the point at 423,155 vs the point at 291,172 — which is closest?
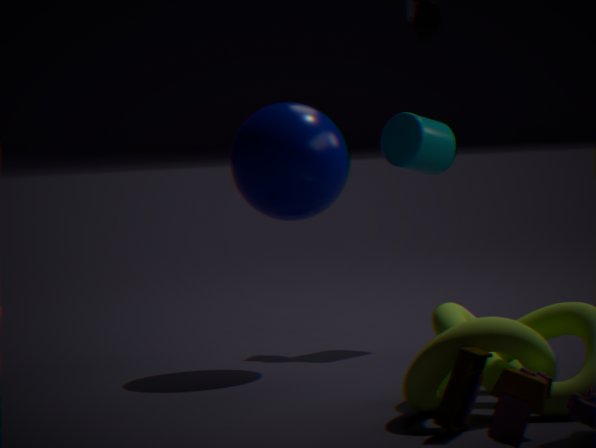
the point at 291,172
